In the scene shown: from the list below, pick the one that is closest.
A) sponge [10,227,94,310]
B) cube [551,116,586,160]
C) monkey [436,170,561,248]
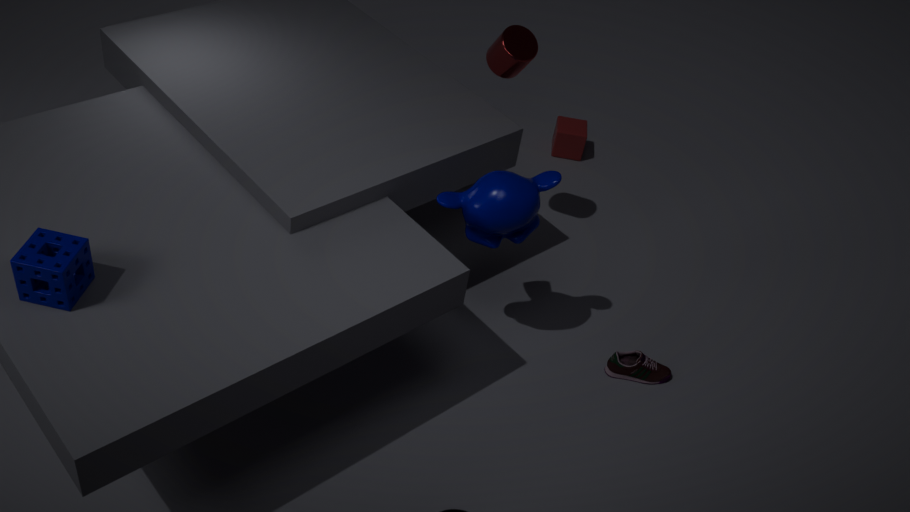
sponge [10,227,94,310]
